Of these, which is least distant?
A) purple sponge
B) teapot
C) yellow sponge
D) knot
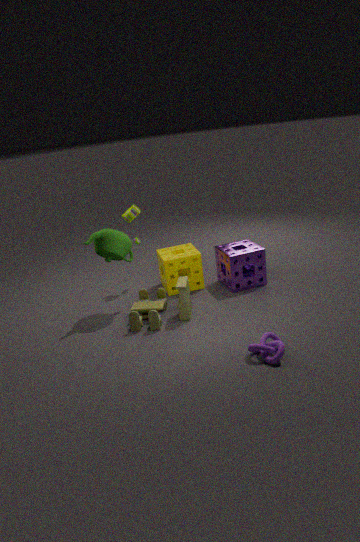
knot
